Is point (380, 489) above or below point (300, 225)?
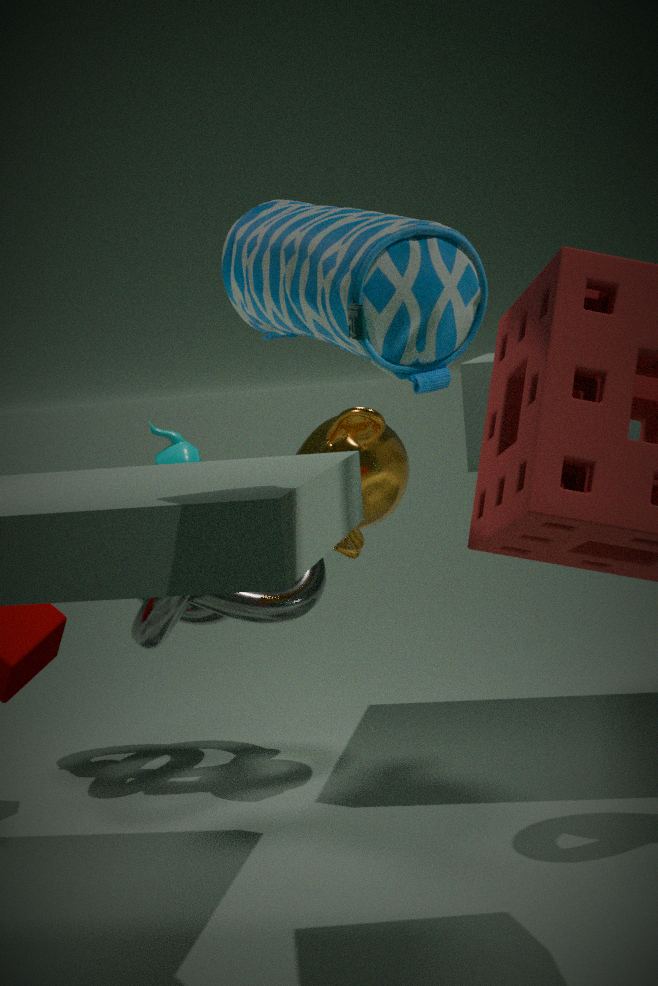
below
